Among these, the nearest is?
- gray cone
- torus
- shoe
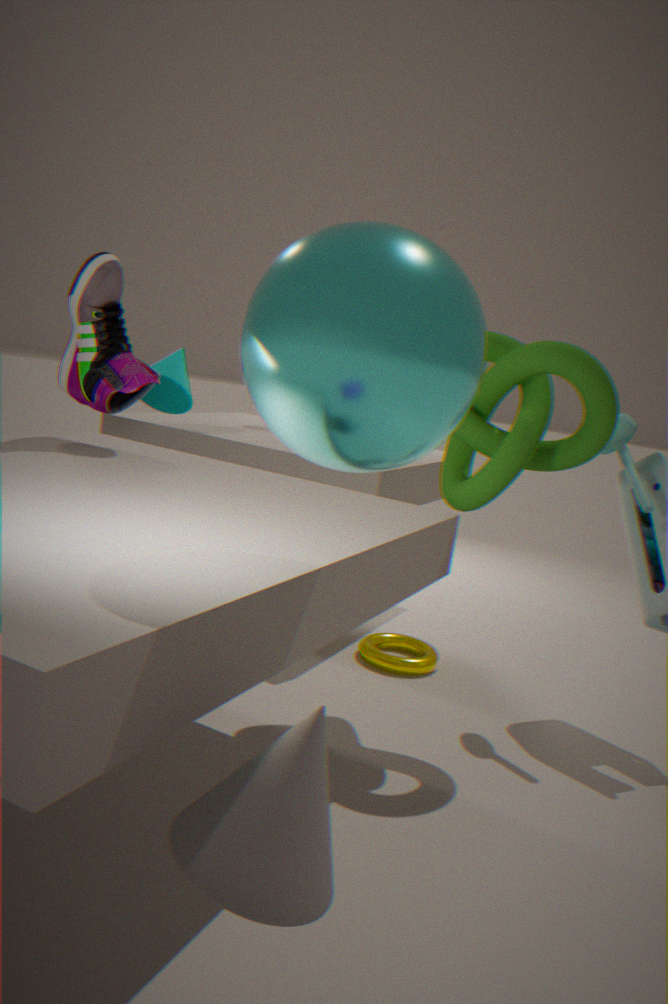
gray cone
